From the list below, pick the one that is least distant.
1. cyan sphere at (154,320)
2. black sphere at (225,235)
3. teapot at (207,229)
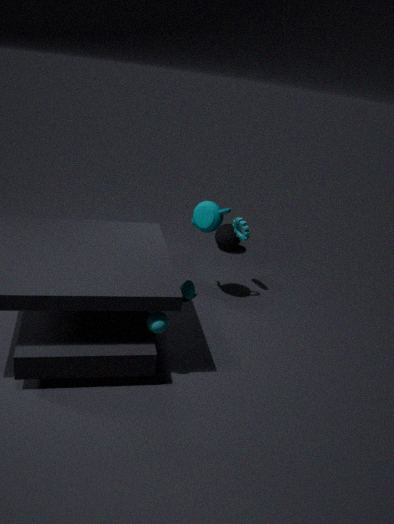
cyan sphere at (154,320)
